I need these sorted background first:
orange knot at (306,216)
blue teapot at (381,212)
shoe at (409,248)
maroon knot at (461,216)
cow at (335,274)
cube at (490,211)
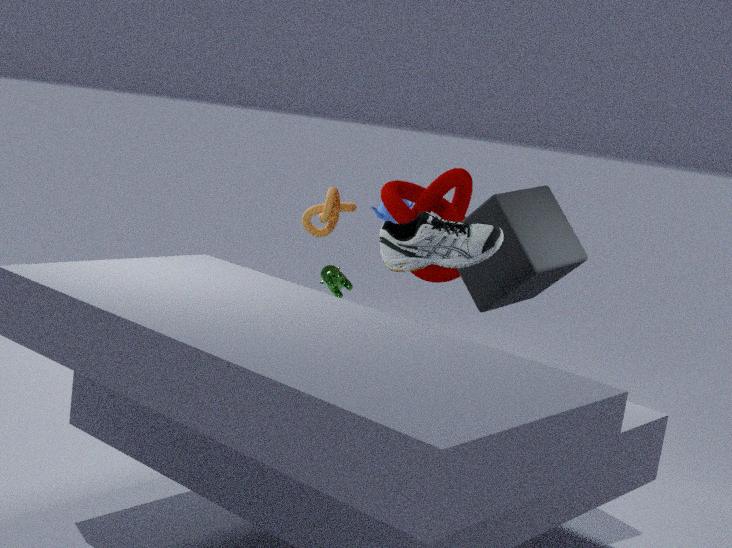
1. blue teapot at (381,212)
2. orange knot at (306,216)
3. cow at (335,274)
4. maroon knot at (461,216)
5. cube at (490,211)
6. shoe at (409,248)
